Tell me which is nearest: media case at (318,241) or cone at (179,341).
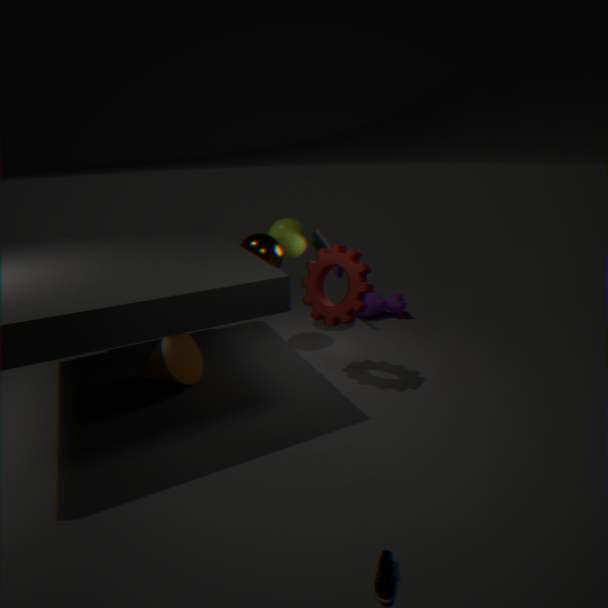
cone at (179,341)
